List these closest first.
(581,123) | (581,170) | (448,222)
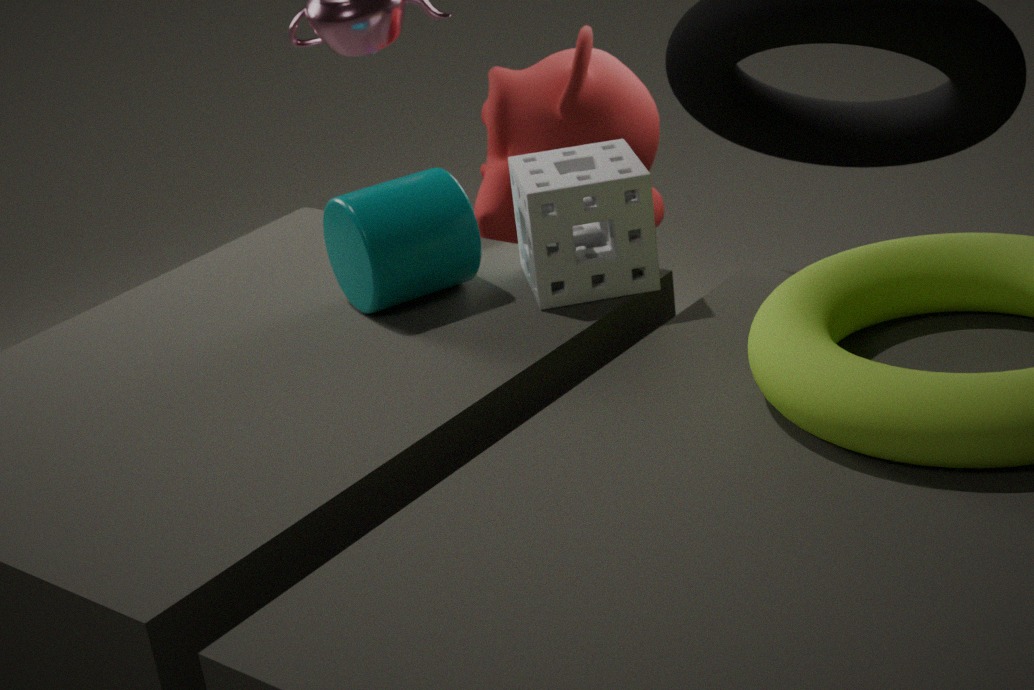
(448,222), (581,170), (581,123)
